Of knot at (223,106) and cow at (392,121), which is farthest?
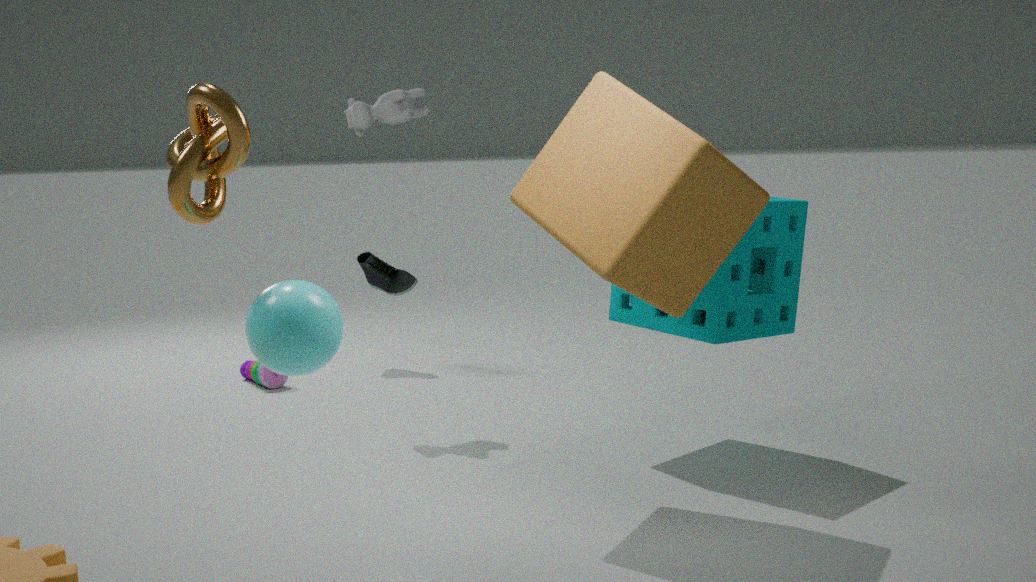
cow at (392,121)
